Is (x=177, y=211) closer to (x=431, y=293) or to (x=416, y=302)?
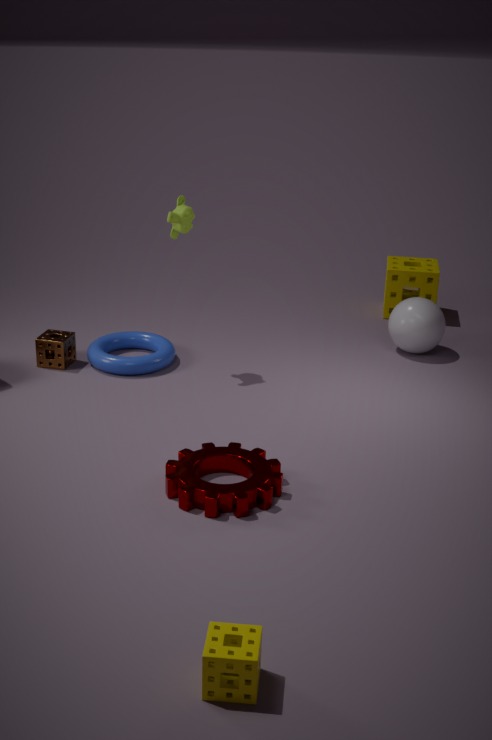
(x=416, y=302)
